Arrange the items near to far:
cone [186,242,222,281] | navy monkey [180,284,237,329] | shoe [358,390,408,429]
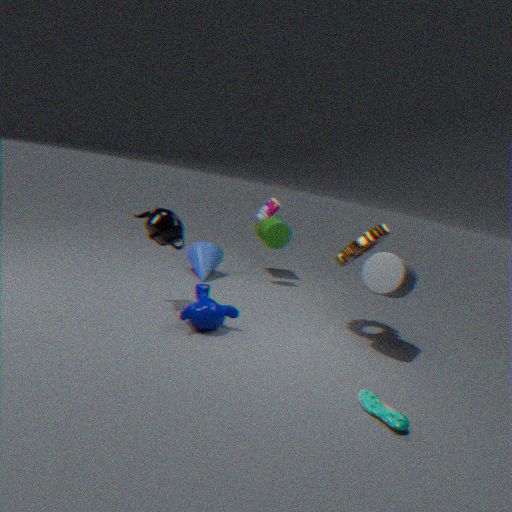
shoe [358,390,408,429], navy monkey [180,284,237,329], cone [186,242,222,281]
